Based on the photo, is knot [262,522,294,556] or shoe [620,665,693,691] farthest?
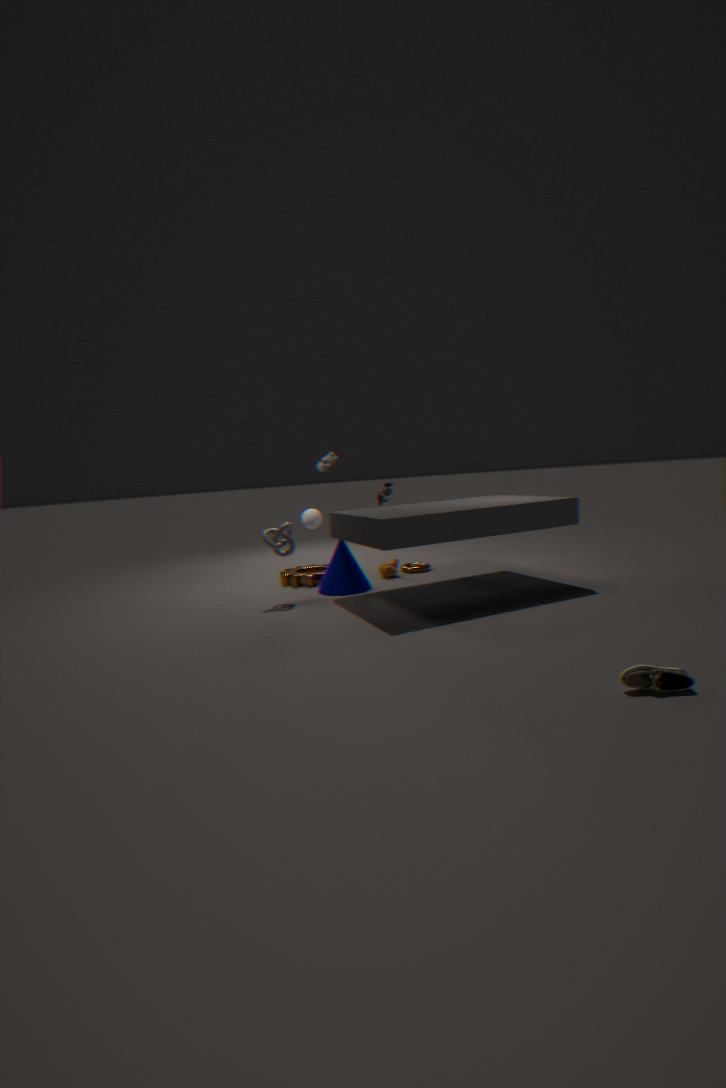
knot [262,522,294,556]
